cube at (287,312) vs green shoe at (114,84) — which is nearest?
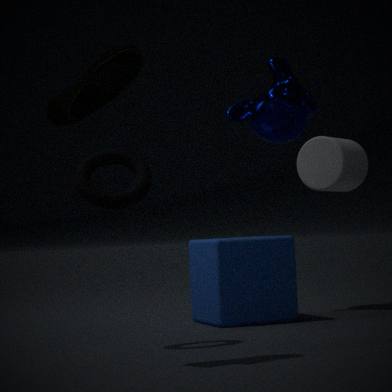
green shoe at (114,84)
